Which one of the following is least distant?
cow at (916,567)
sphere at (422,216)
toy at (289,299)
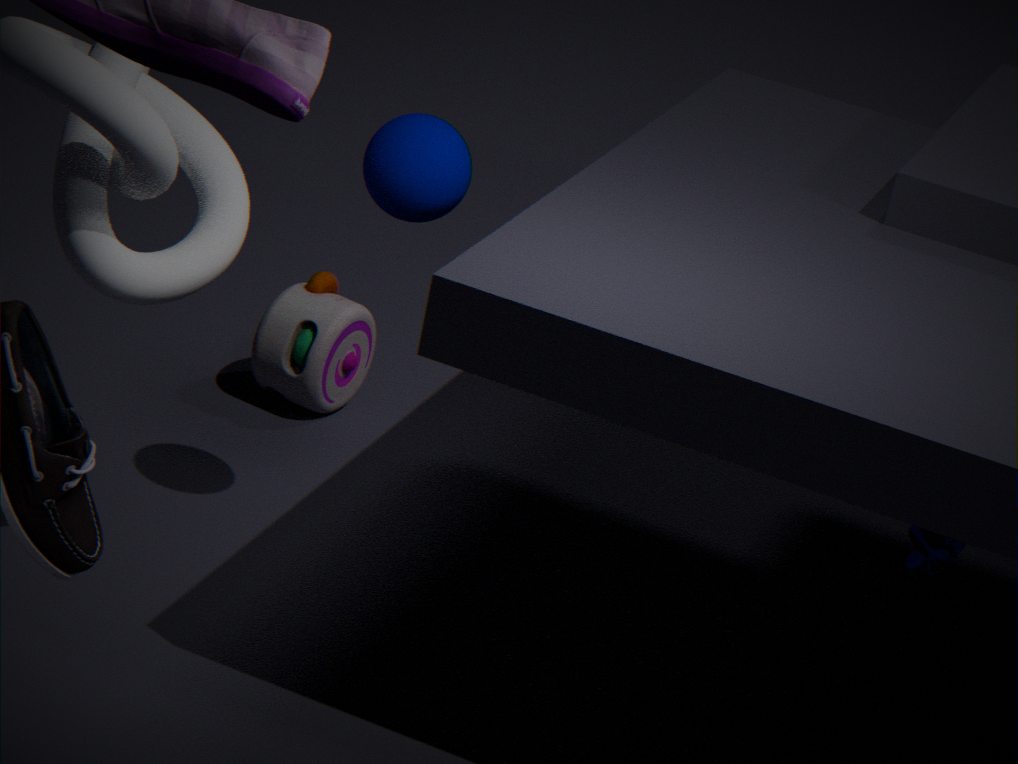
cow at (916,567)
